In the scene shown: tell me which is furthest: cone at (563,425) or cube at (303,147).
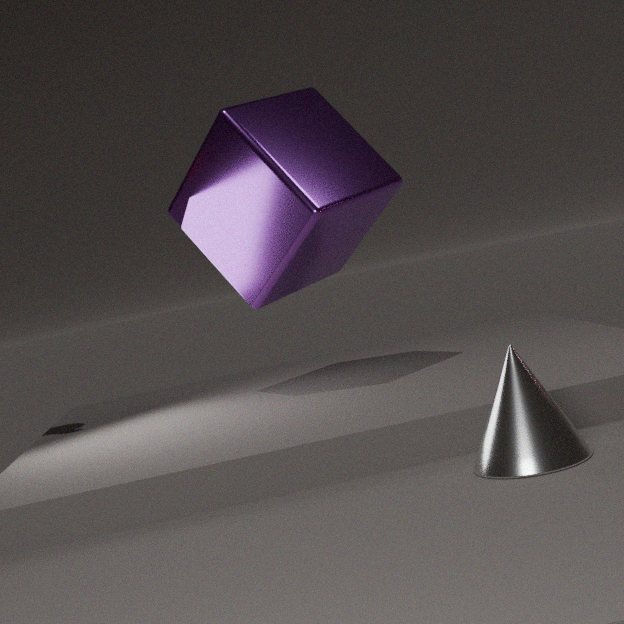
cube at (303,147)
